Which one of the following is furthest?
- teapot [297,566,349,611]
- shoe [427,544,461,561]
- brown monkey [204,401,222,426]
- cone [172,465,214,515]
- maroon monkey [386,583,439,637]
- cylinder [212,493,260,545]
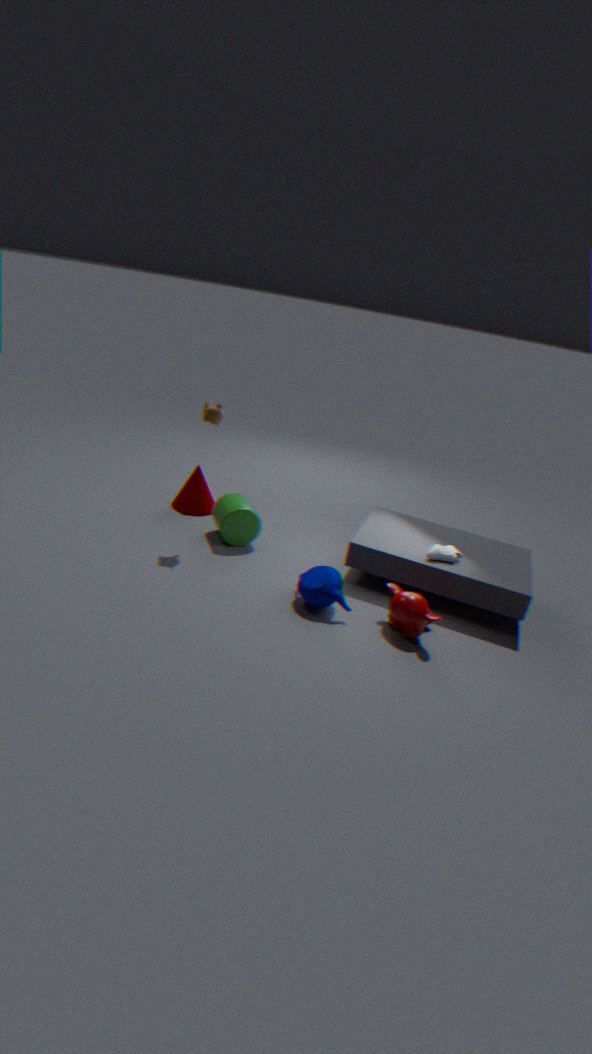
cone [172,465,214,515]
